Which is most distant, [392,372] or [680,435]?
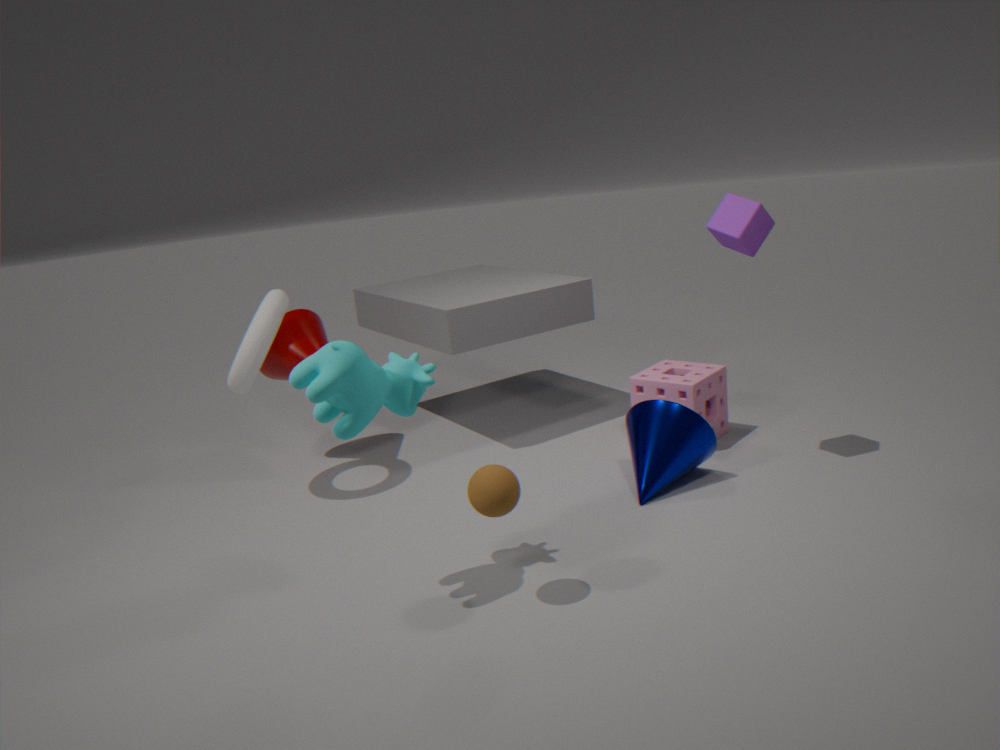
[680,435]
